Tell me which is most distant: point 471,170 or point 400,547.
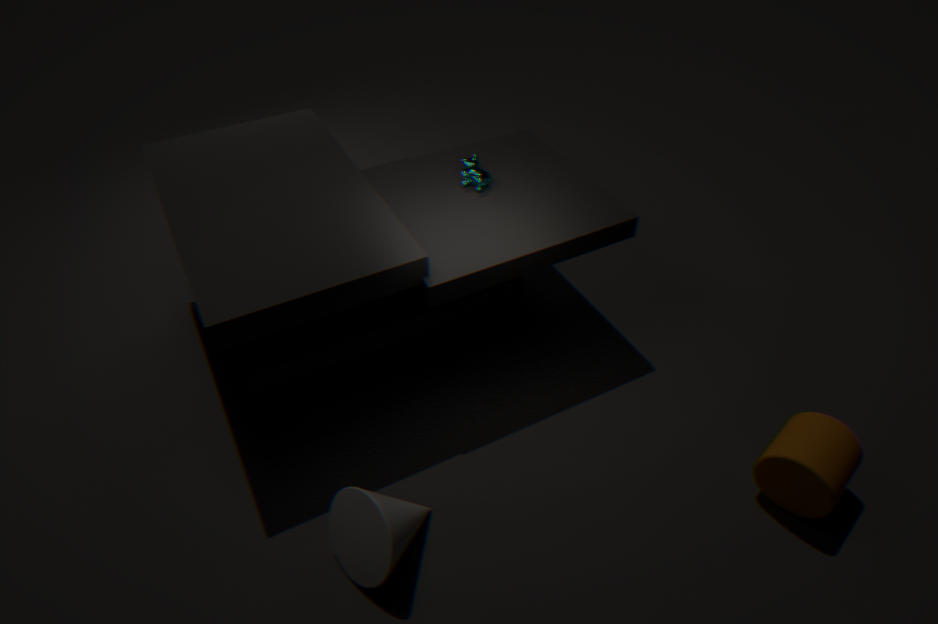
point 471,170
